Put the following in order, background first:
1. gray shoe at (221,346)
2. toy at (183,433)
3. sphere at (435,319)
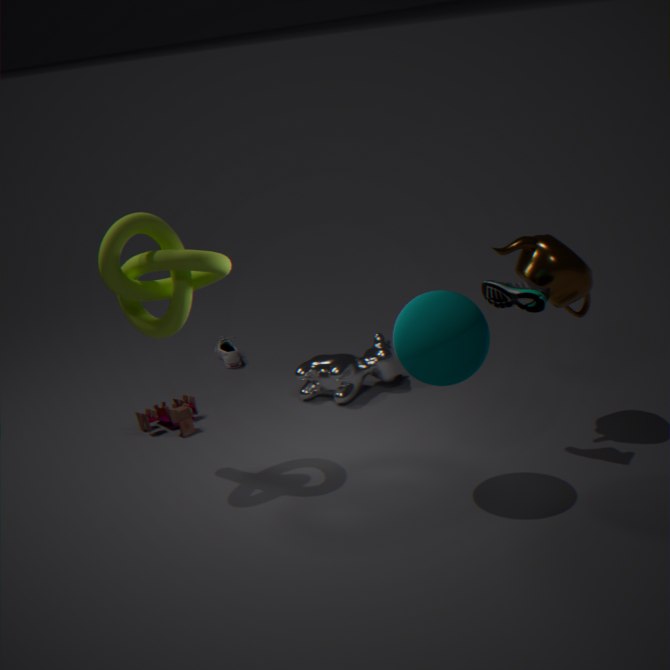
gray shoe at (221,346)
toy at (183,433)
sphere at (435,319)
